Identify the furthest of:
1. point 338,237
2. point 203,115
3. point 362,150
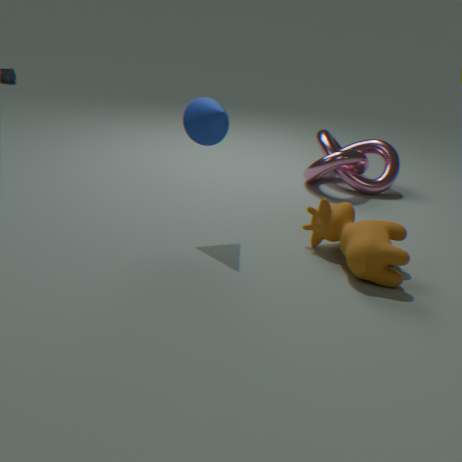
point 362,150
